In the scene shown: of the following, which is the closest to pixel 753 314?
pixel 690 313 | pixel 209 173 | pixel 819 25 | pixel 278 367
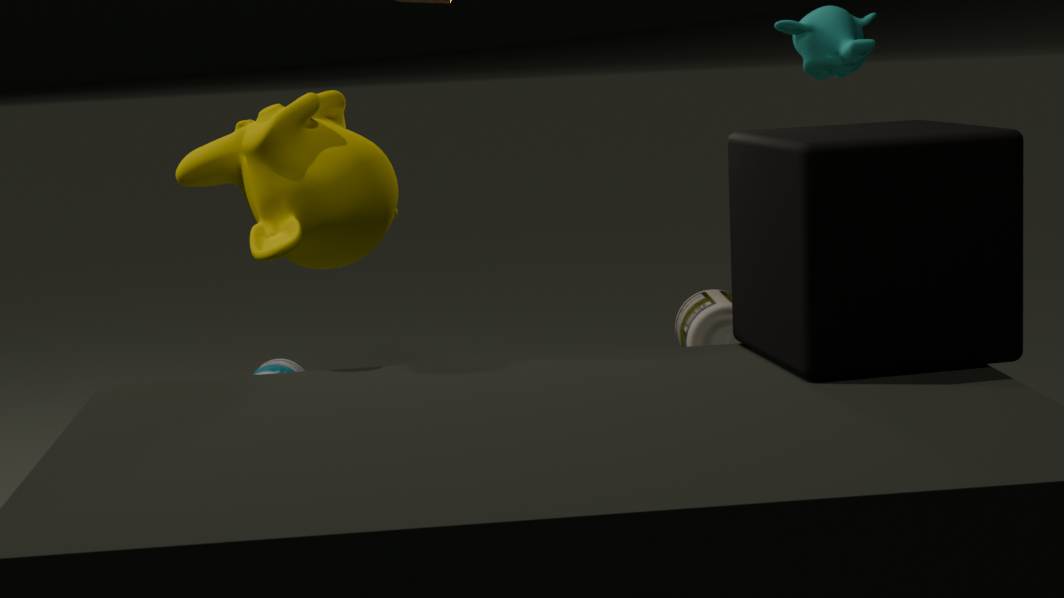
pixel 209 173
